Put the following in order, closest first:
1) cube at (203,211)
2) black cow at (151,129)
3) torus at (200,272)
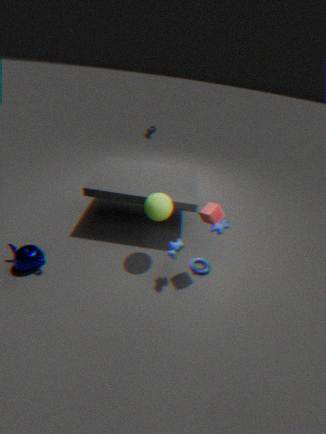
1. cube at (203,211) → 3. torus at (200,272) → 2. black cow at (151,129)
